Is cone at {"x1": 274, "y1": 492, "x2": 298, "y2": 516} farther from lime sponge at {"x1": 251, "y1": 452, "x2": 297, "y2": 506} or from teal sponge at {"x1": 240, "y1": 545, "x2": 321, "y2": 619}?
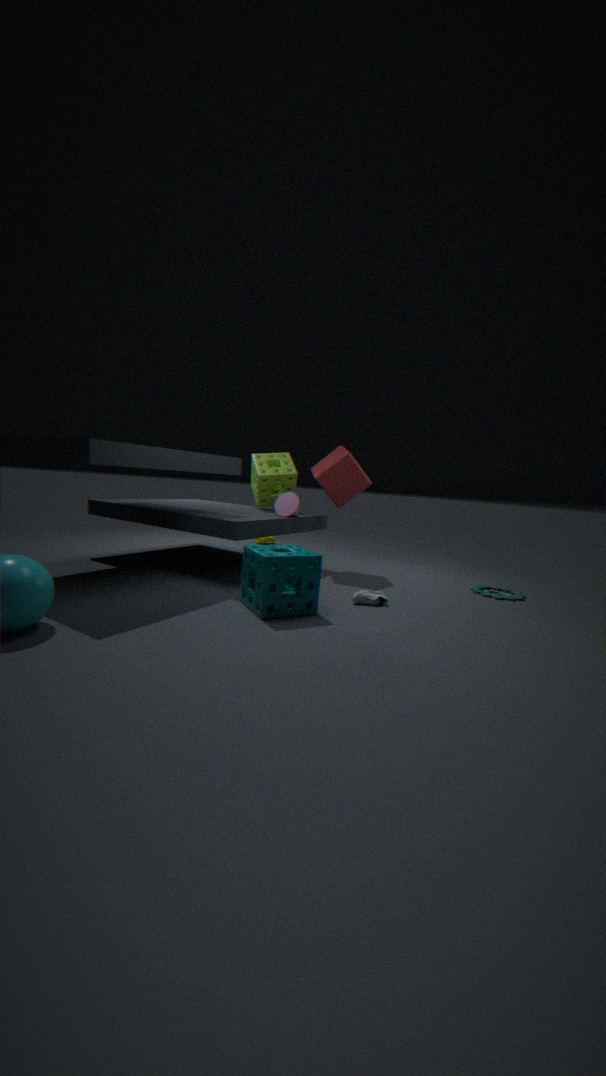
teal sponge at {"x1": 240, "y1": 545, "x2": 321, "y2": 619}
